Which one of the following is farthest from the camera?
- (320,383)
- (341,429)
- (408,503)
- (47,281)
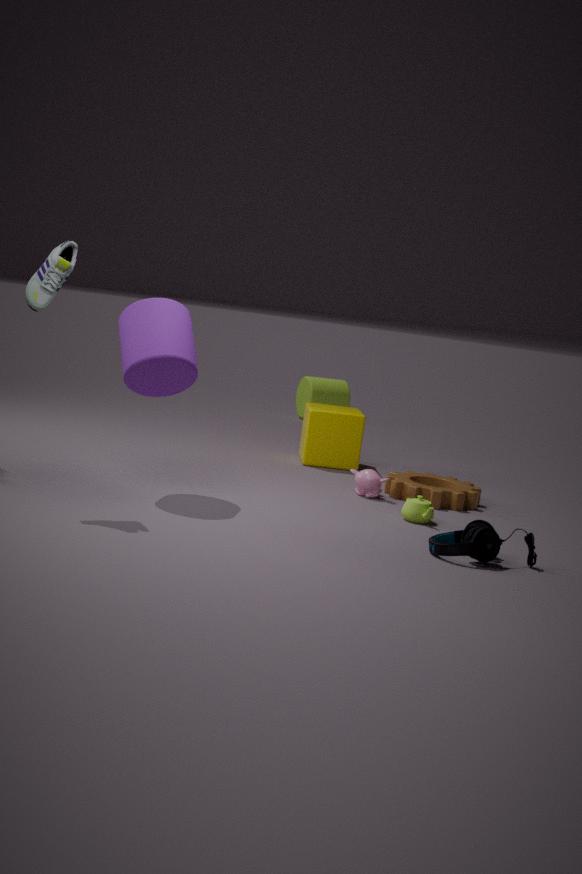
(320,383)
